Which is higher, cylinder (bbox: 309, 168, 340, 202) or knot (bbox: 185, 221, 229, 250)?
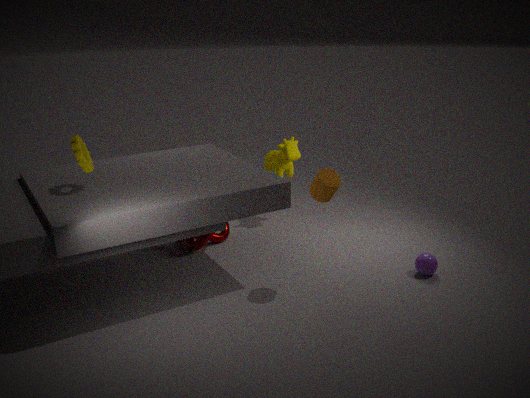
cylinder (bbox: 309, 168, 340, 202)
